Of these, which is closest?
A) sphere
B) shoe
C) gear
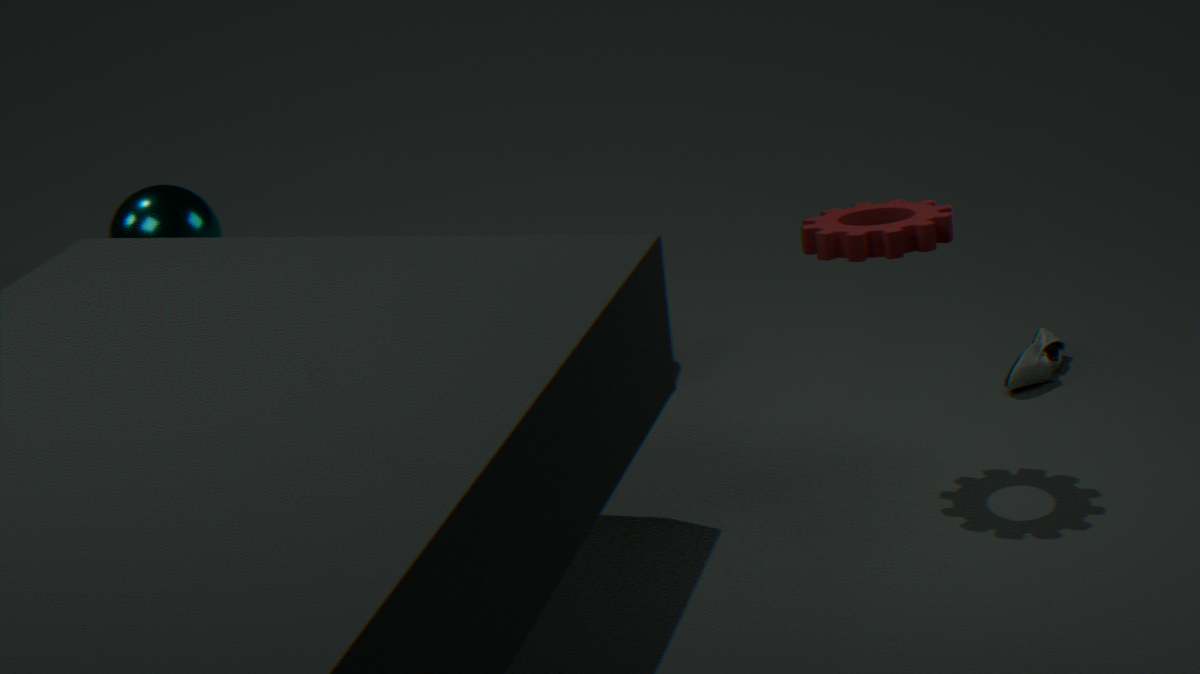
sphere
